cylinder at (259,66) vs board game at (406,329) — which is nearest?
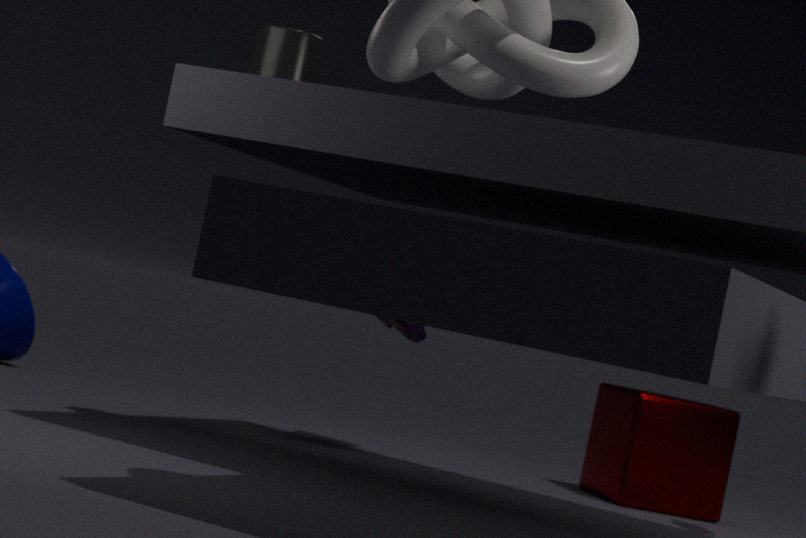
cylinder at (259,66)
